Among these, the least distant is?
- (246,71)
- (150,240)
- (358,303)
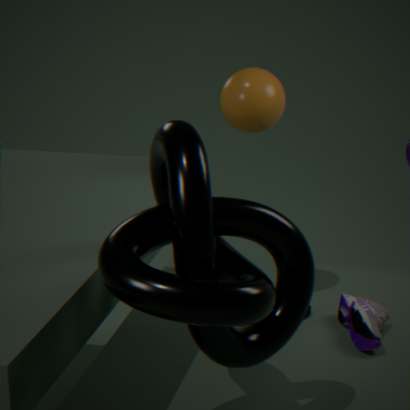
(150,240)
